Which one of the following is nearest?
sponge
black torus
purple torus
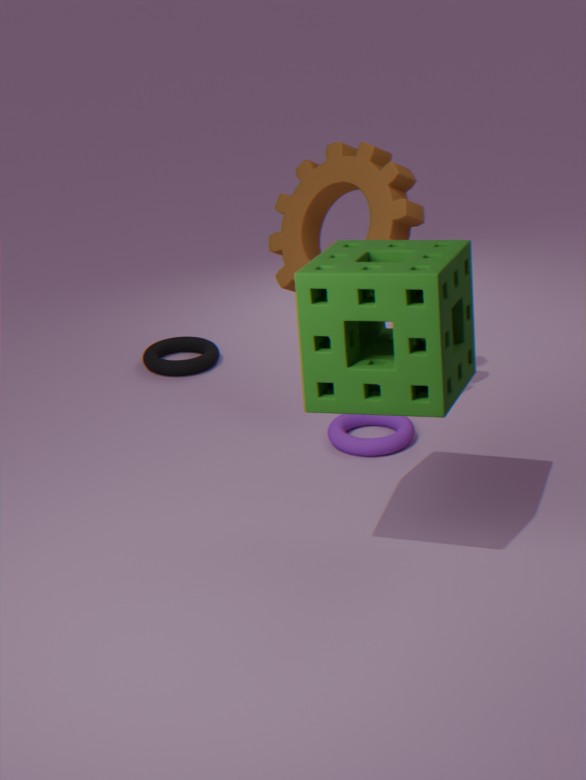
sponge
